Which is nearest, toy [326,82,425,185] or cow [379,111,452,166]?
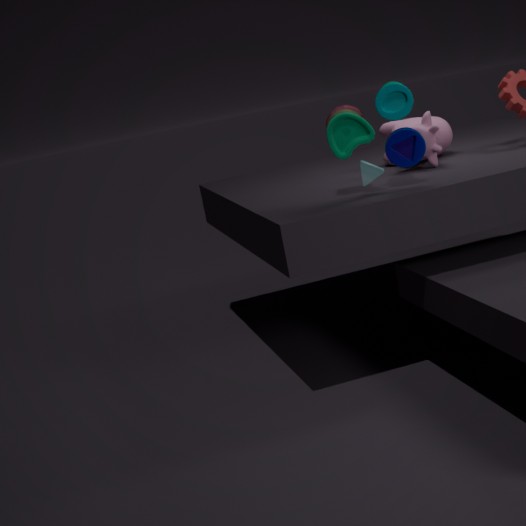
toy [326,82,425,185]
